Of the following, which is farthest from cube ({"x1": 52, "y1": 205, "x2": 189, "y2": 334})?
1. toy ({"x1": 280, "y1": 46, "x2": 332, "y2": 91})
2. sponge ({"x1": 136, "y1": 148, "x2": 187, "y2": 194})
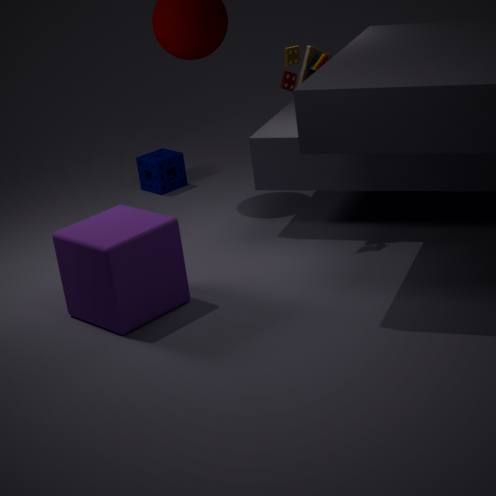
sponge ({"x1": 136, "y1": 148, "x2": 187, "y2": 194})
